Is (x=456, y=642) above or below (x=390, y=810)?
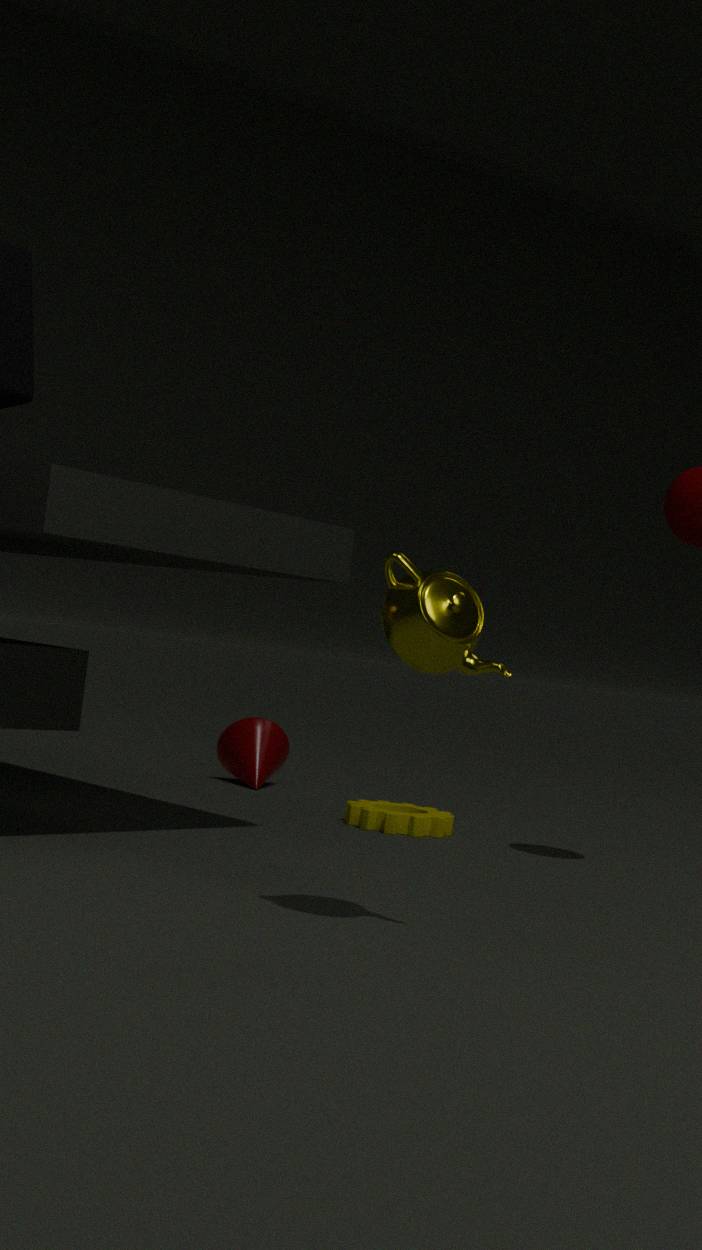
above
